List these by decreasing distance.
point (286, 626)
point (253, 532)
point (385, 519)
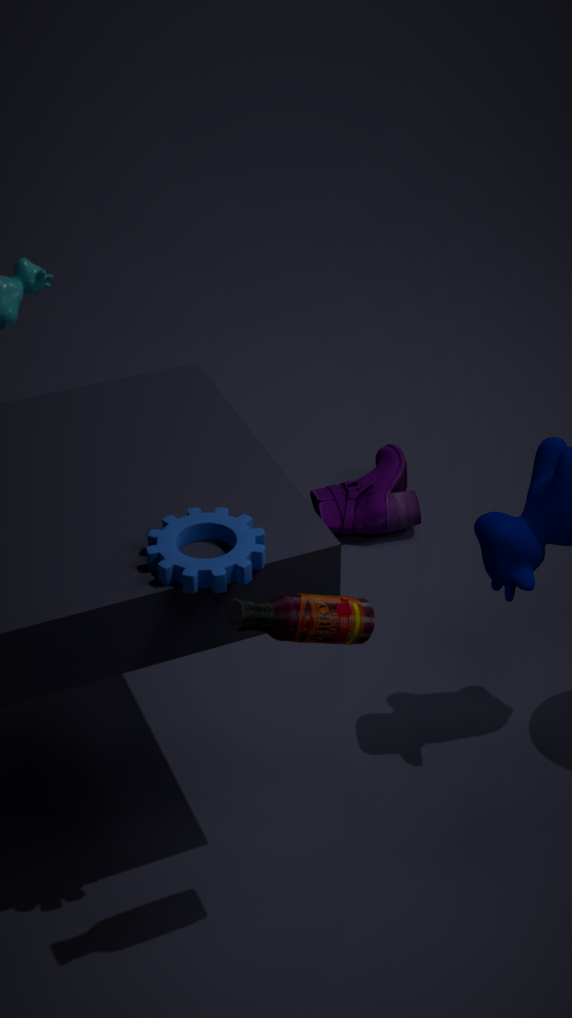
point (385, 519) → point (253, 532) → point (286, 626)
